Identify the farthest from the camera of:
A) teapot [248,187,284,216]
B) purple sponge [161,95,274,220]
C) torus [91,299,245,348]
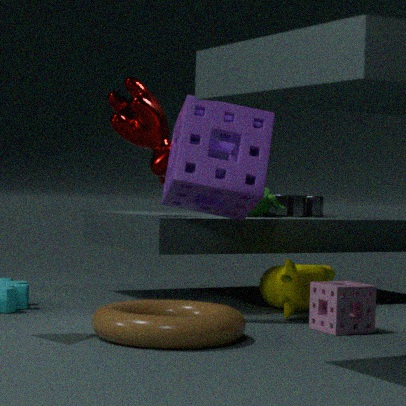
teapot [248,187,284,216]
